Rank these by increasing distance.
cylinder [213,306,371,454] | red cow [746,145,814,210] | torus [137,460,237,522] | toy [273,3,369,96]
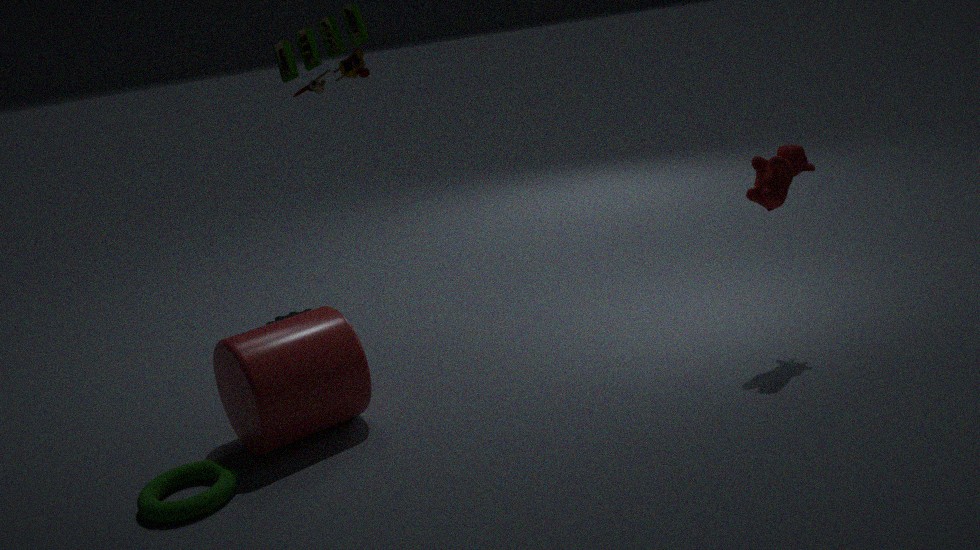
torus [137,460,237,522]
cylinder [213,306,371,454]
red cow [746,145,814,210]
toy [273,3,369,96]
